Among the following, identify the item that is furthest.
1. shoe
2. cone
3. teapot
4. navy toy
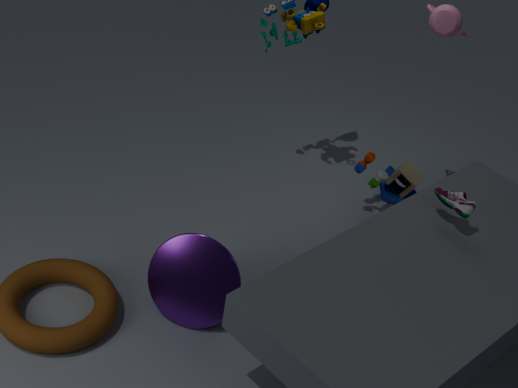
navy toy
